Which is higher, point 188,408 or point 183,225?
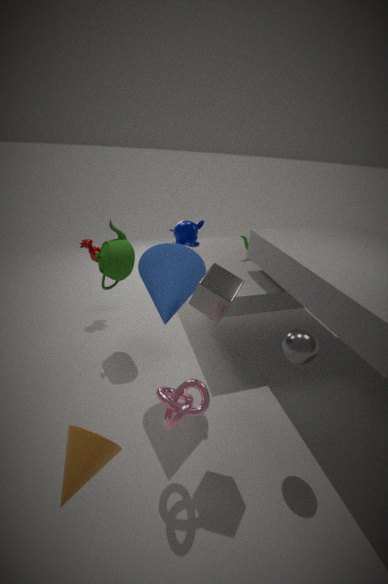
point 183,225
